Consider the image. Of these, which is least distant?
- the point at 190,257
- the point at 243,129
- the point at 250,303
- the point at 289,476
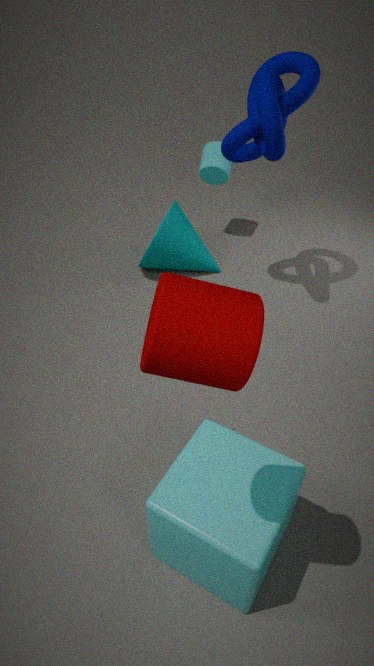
the point at 250,303
